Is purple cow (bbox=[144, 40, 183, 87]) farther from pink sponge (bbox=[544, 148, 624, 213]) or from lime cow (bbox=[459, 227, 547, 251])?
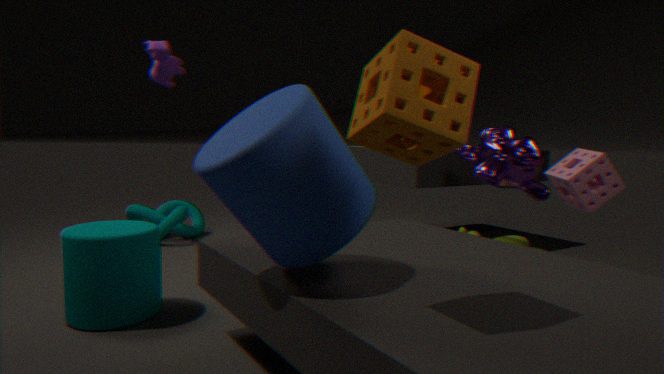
pink sponge (bbox=[544, 148, 624, 213])
